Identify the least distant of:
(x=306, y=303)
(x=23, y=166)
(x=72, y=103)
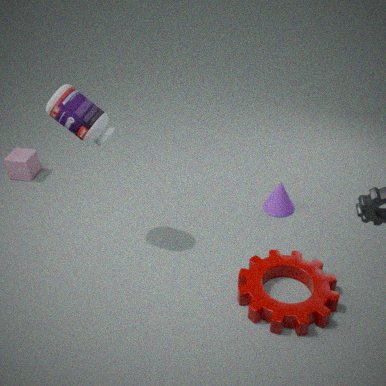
(x=306, y=303)
